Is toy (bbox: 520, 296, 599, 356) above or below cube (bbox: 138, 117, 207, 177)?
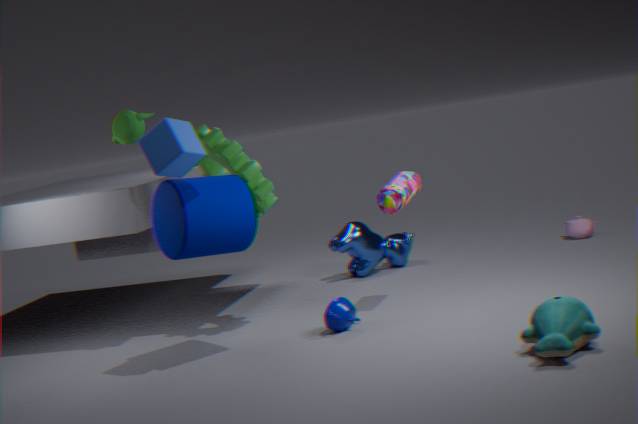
below
